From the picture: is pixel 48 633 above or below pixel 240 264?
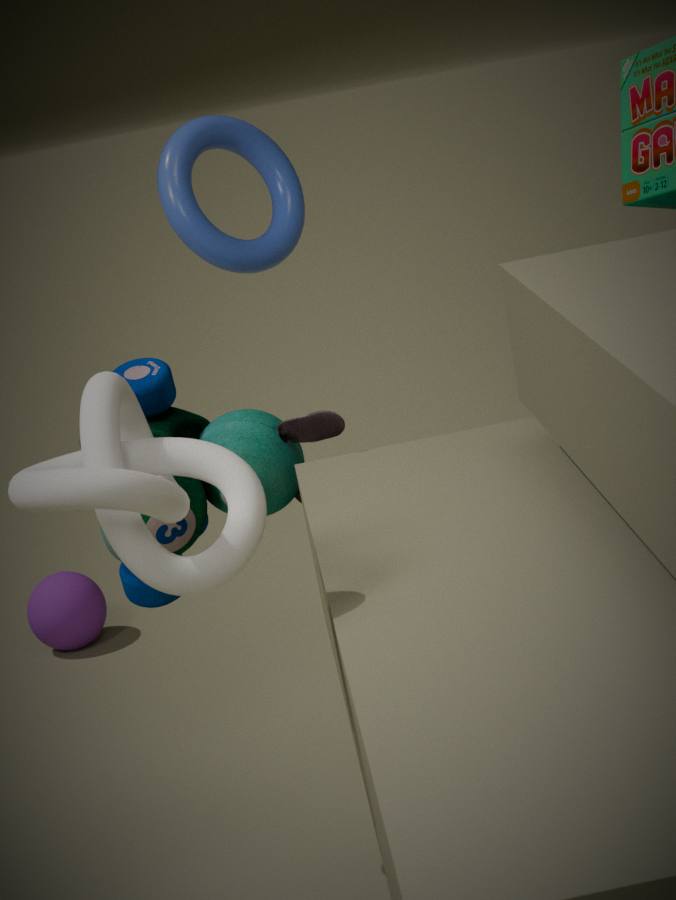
below
